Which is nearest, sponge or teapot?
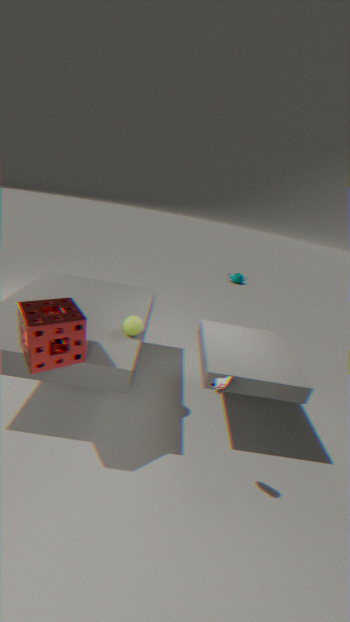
sponge
